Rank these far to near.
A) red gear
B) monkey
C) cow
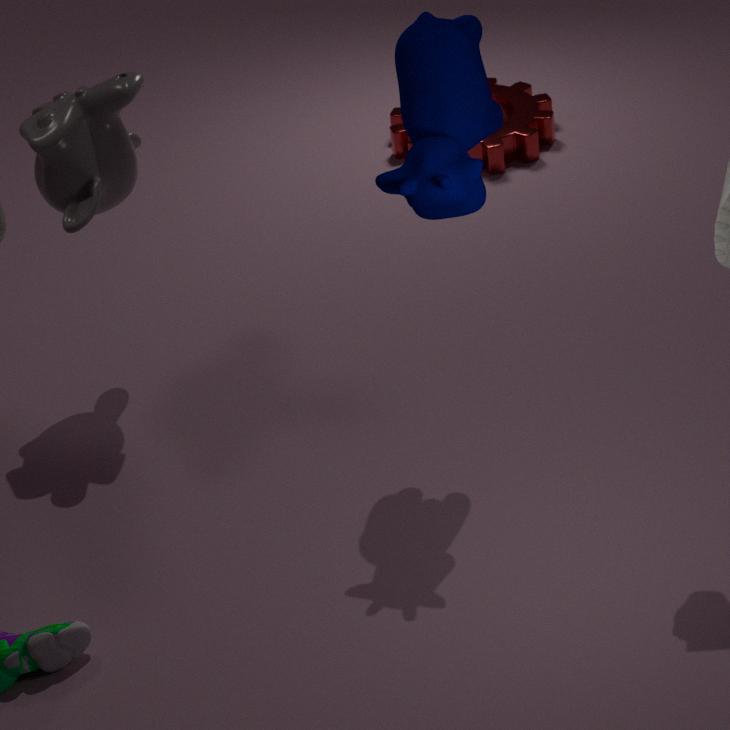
red gear
monkey
cow
